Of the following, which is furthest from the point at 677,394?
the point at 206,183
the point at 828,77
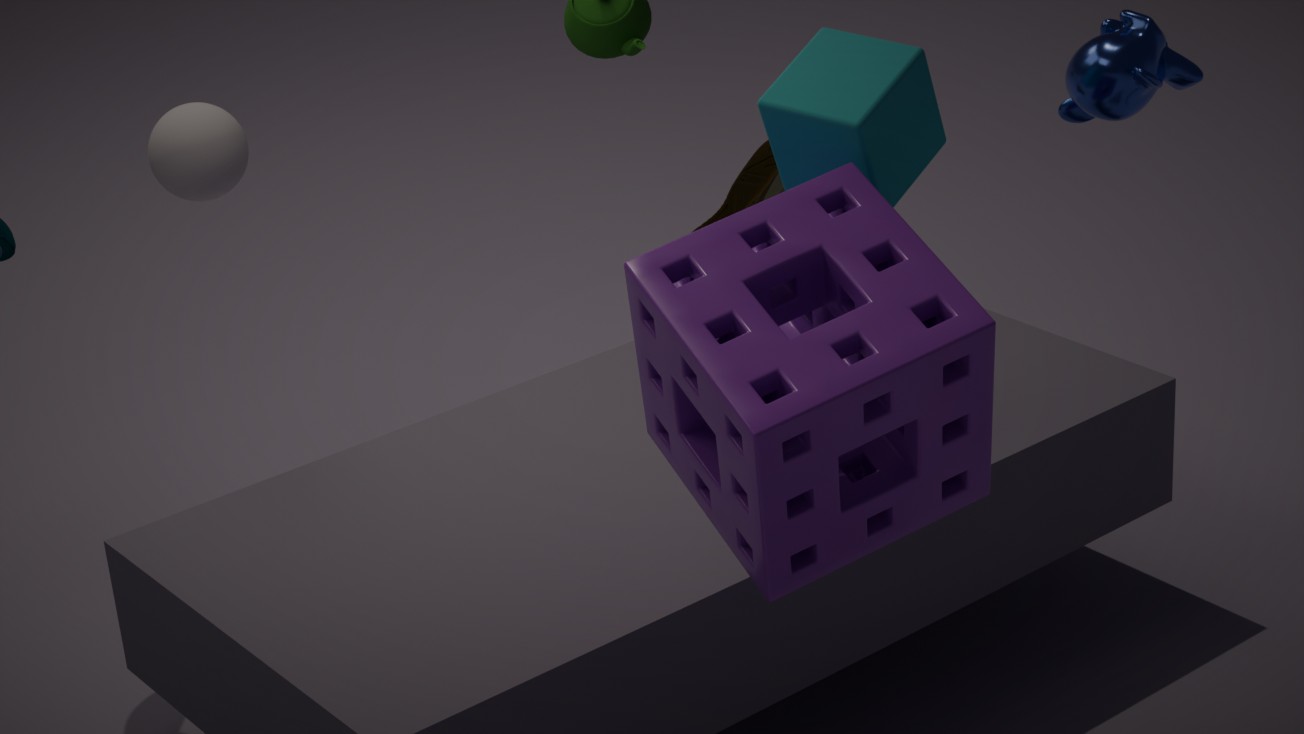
the point at 206,183
